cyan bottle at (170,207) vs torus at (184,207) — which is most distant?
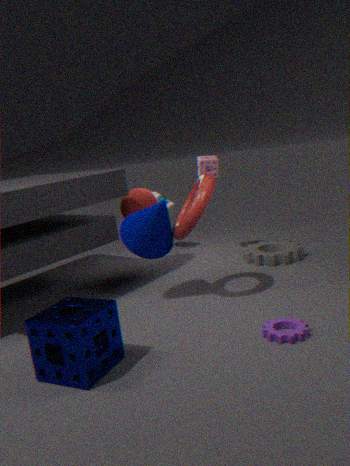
cyan bottle at (170,207)
